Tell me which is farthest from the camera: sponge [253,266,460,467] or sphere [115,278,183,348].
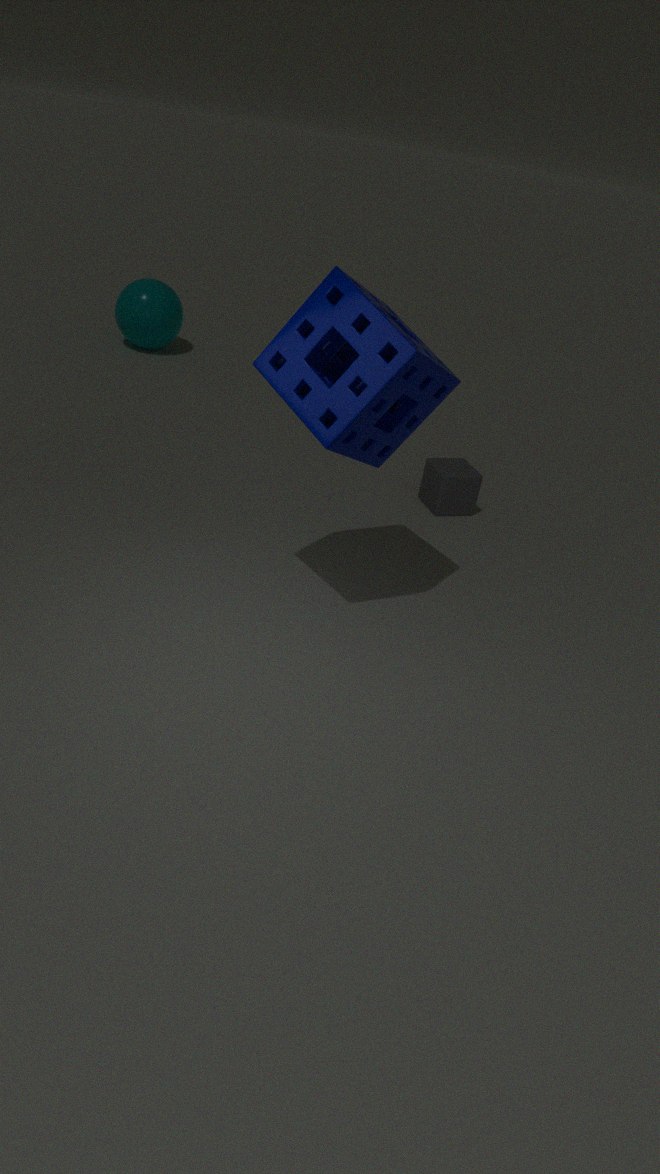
sphere [115,278,183,348]
